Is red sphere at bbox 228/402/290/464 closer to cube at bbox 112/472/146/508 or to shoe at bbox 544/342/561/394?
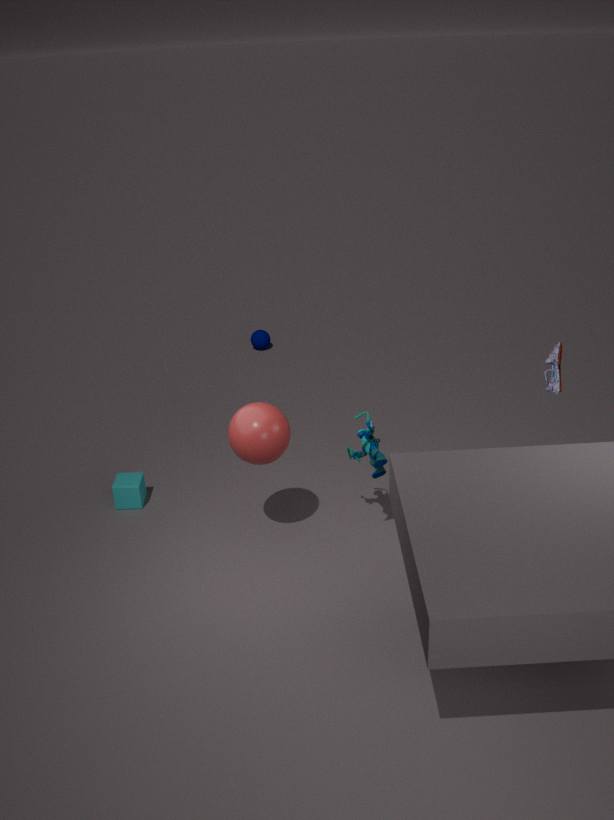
cube at bbox 112/472/146/508
